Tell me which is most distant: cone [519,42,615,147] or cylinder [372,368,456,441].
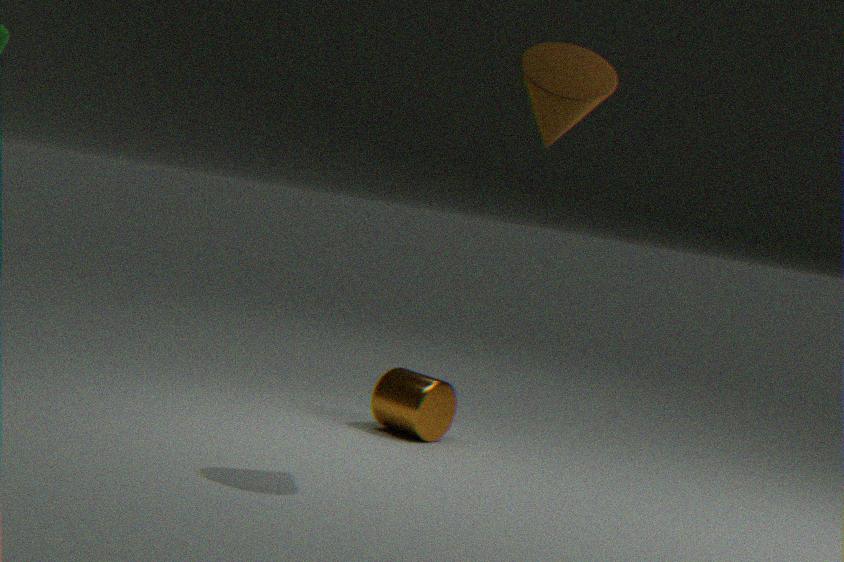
cylinder [372,368,456,441]
